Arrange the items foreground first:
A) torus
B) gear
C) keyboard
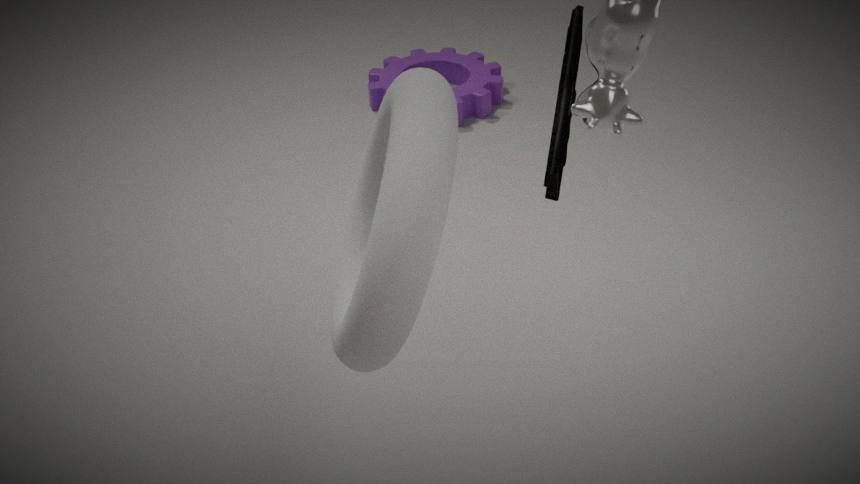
torus → keyboard → gear
